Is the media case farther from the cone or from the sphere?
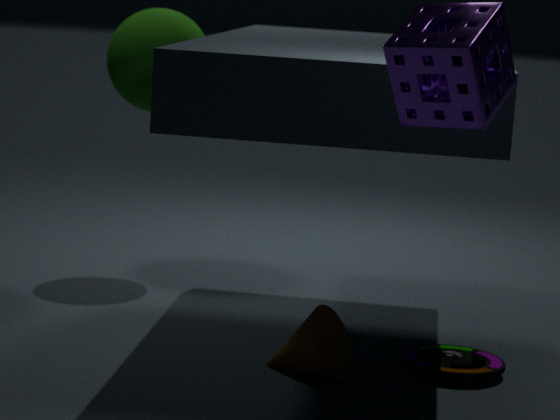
the sphere
